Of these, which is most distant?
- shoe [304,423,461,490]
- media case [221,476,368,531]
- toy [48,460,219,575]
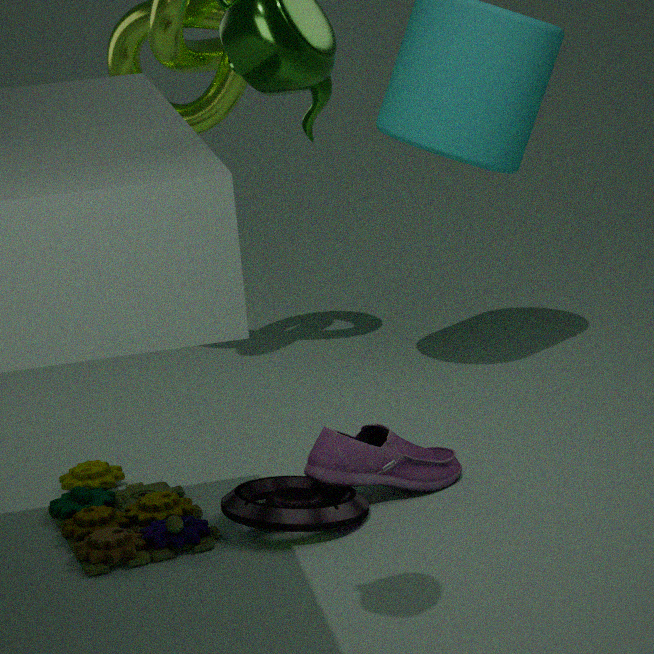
shoe [304,423,461,490]
